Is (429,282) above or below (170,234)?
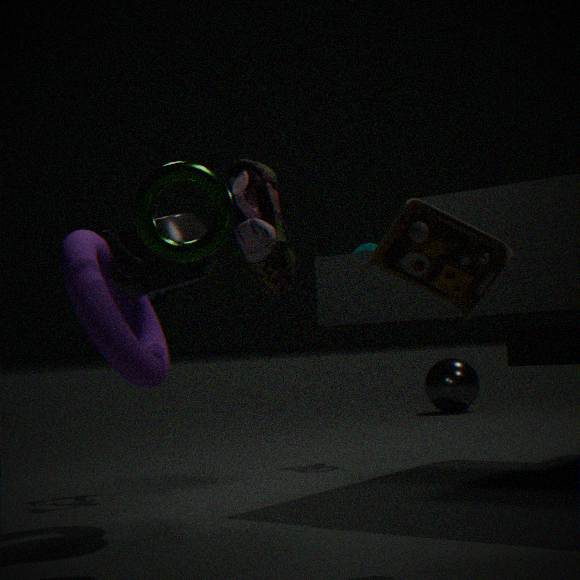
below
